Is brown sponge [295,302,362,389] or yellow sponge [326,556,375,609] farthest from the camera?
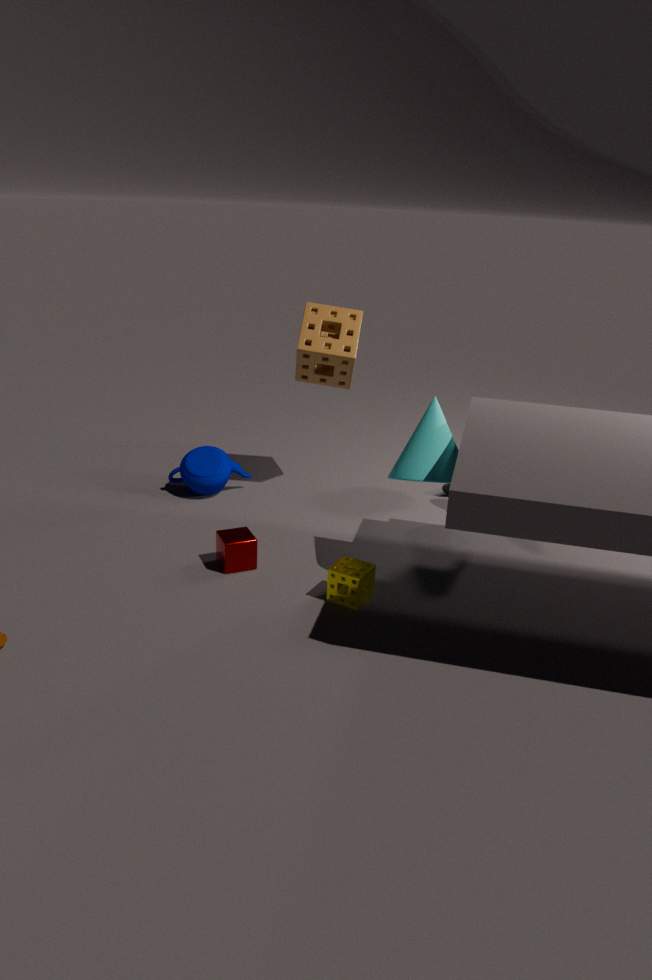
brown sponge [295,302,362,389]
